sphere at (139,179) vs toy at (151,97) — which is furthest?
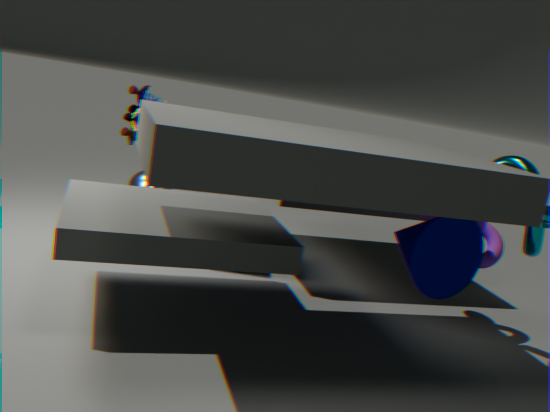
sphere at (139,179)
